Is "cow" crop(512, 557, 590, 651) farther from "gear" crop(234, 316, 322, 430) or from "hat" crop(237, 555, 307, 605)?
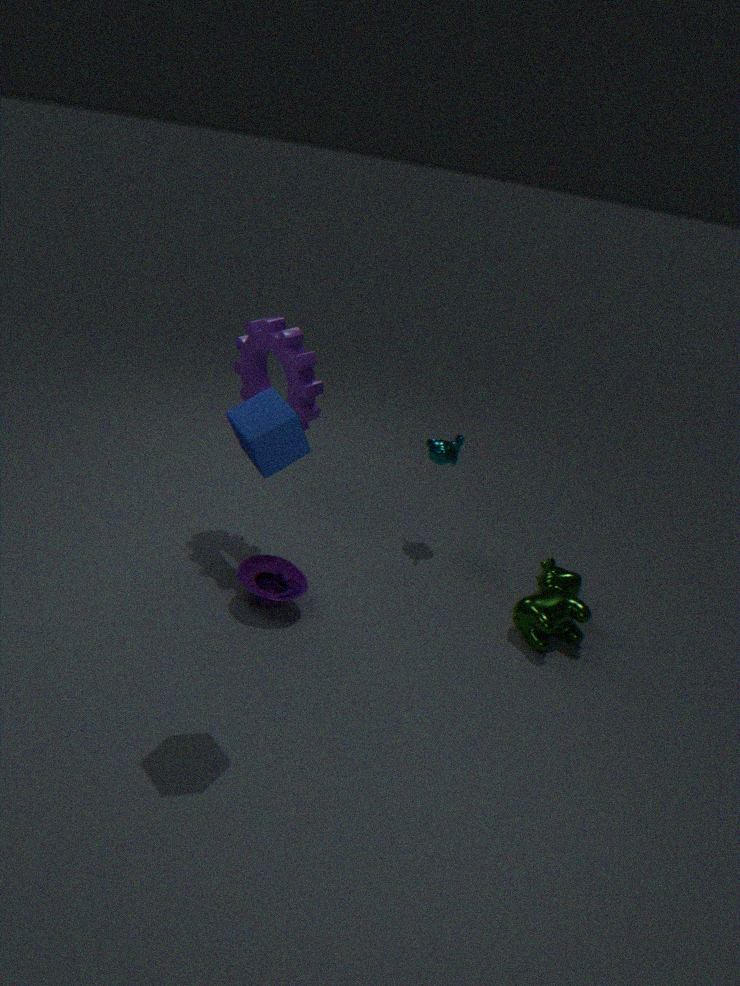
"gear" crop(234, 316, 322, 430)
